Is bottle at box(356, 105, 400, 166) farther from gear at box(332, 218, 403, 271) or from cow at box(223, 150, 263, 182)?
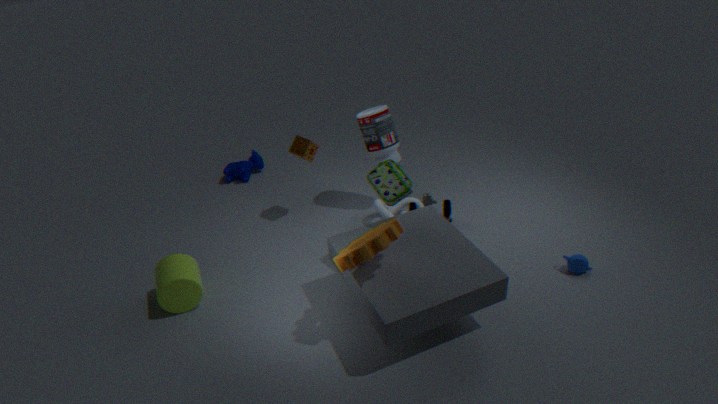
cow at box(223, 150, 263, 182)
